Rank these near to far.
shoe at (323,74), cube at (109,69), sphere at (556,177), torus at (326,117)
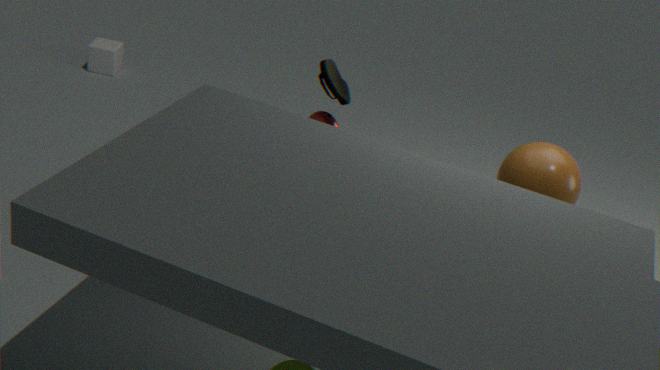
torus at (326,117) → shoe at (323,74) → sphere at (556,177) → cube at (109,69)
